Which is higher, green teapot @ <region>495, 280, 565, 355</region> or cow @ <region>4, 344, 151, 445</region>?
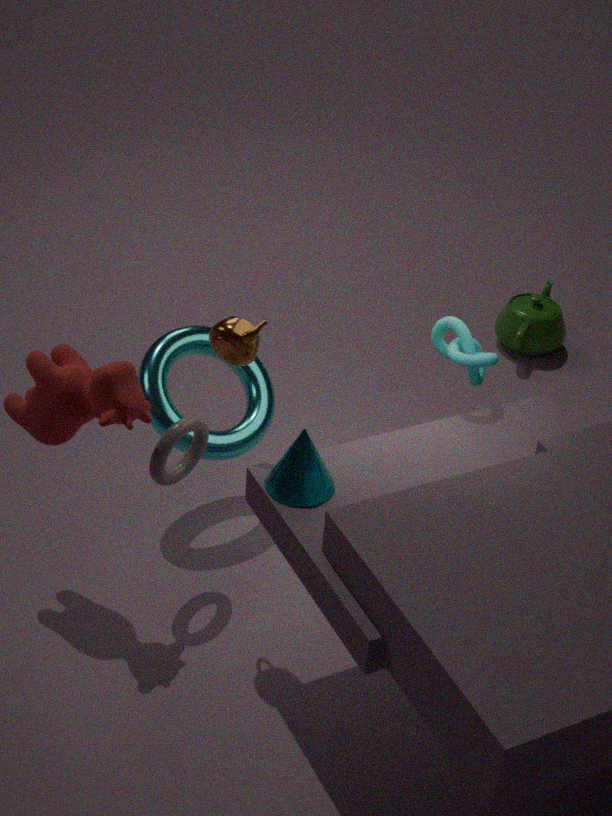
cow @ <region>4, 344, 151, 445</region>
